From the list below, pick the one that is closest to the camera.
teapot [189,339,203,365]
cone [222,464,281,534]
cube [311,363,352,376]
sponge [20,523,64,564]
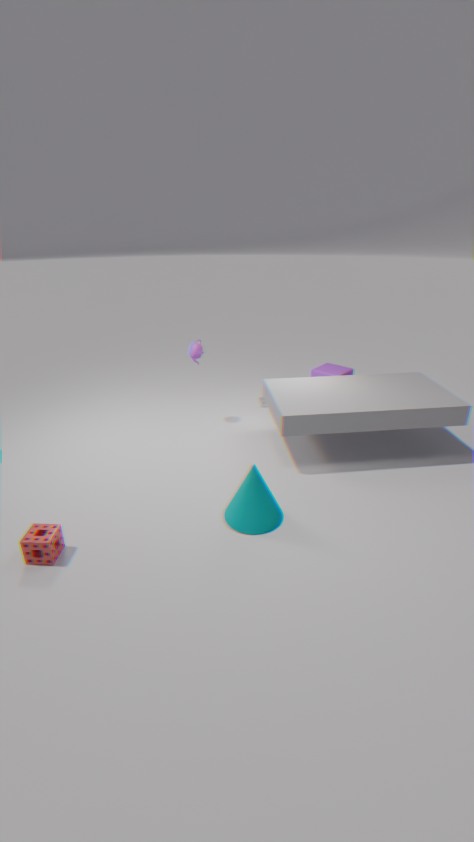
sponge [20,523,64,564]
